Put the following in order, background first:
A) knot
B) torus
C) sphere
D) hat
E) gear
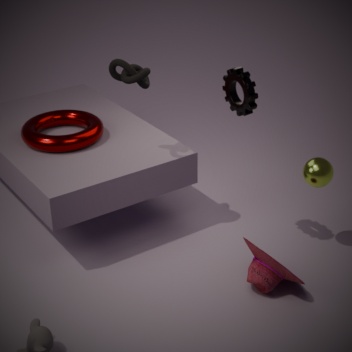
torus → sphere → knot → gear → hat
